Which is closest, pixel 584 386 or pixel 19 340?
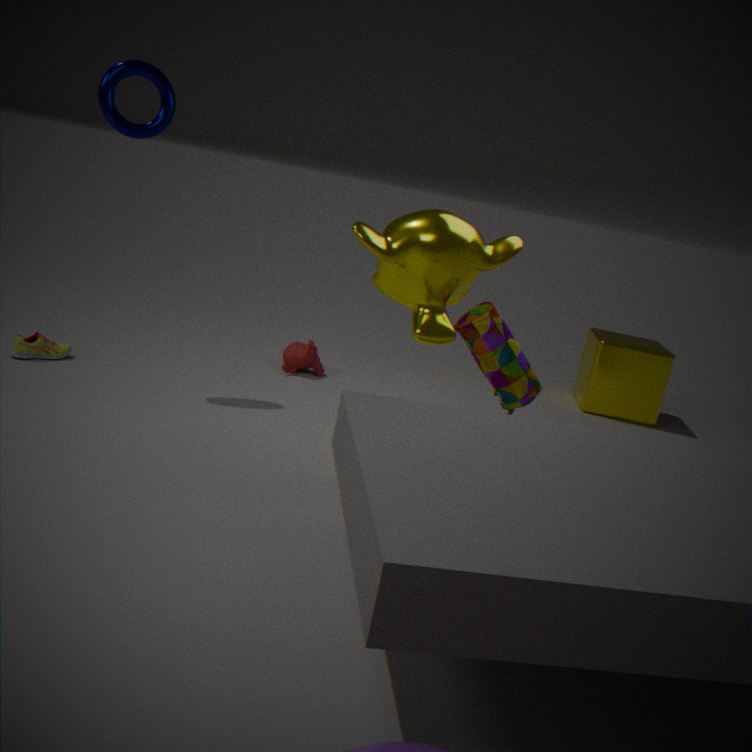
pixel 19 340
